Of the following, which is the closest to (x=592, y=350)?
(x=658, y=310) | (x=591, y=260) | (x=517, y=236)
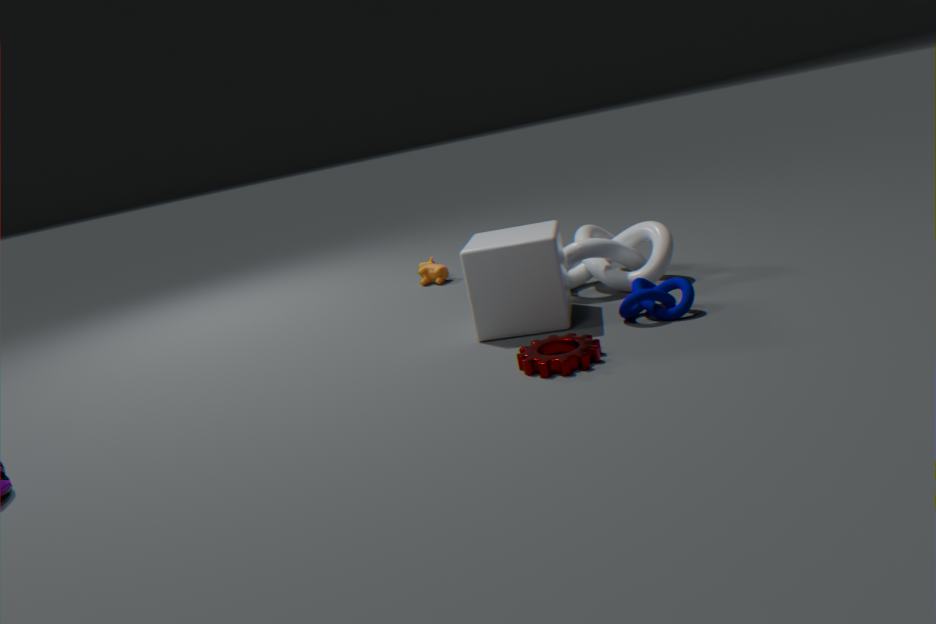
(x=658, y=310)
